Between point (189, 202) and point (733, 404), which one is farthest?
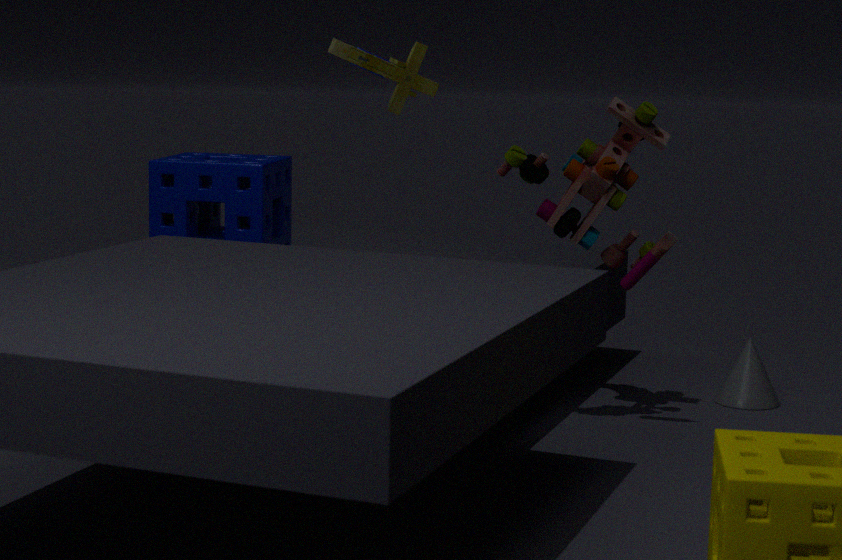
point (733, 404)
